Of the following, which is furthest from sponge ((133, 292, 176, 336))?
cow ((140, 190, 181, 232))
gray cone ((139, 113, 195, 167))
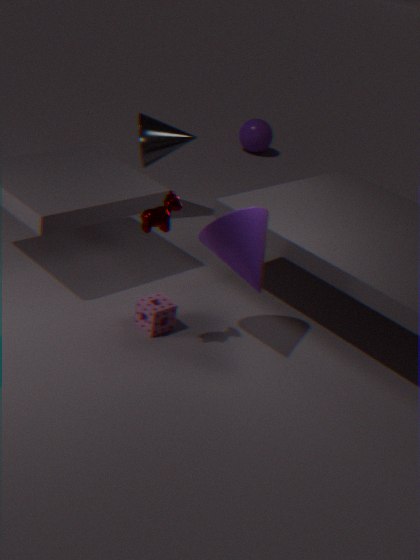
gray cone ((139, 113, 195, 167))
